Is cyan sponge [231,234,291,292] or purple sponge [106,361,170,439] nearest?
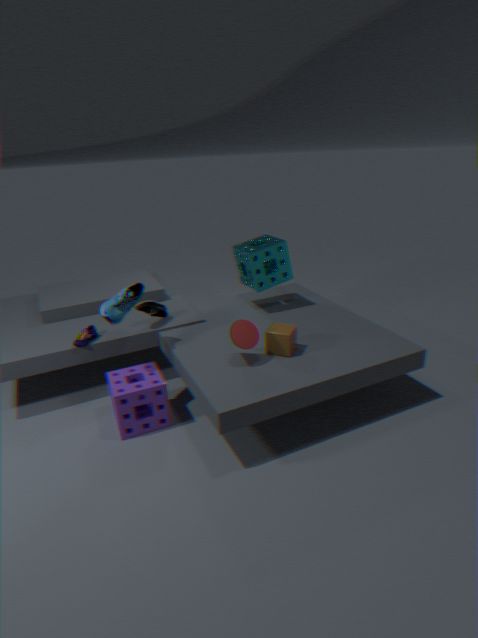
purple sponge [106,361,170,439]
